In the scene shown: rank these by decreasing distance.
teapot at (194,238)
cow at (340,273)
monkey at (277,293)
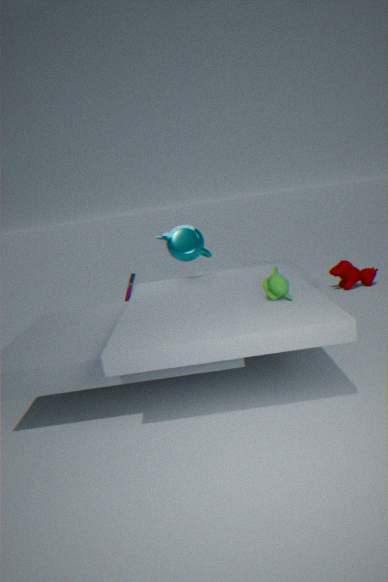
cow at (340,273) → teapot at (194,238) → monkey at (277,293)
